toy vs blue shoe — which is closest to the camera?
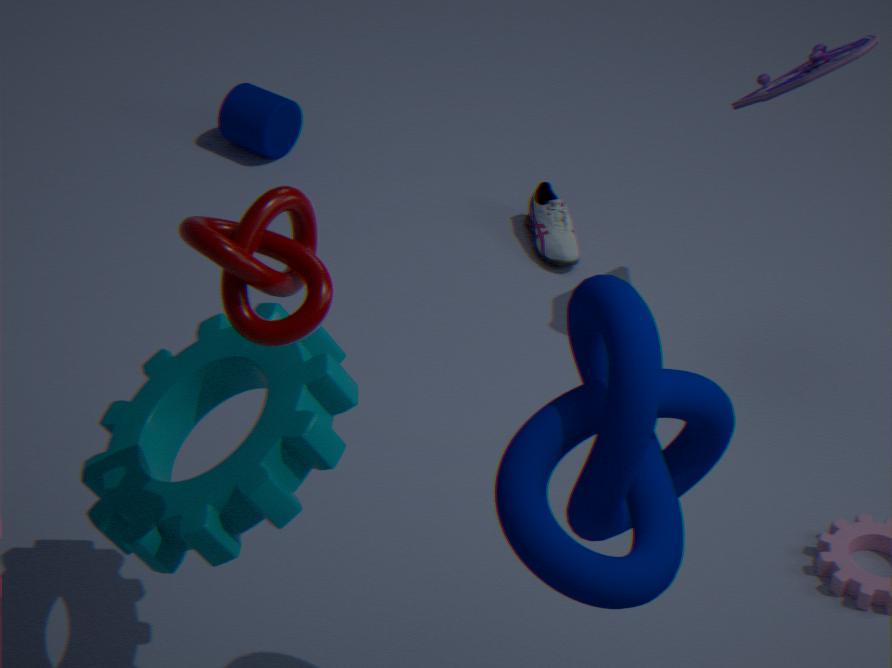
toy
